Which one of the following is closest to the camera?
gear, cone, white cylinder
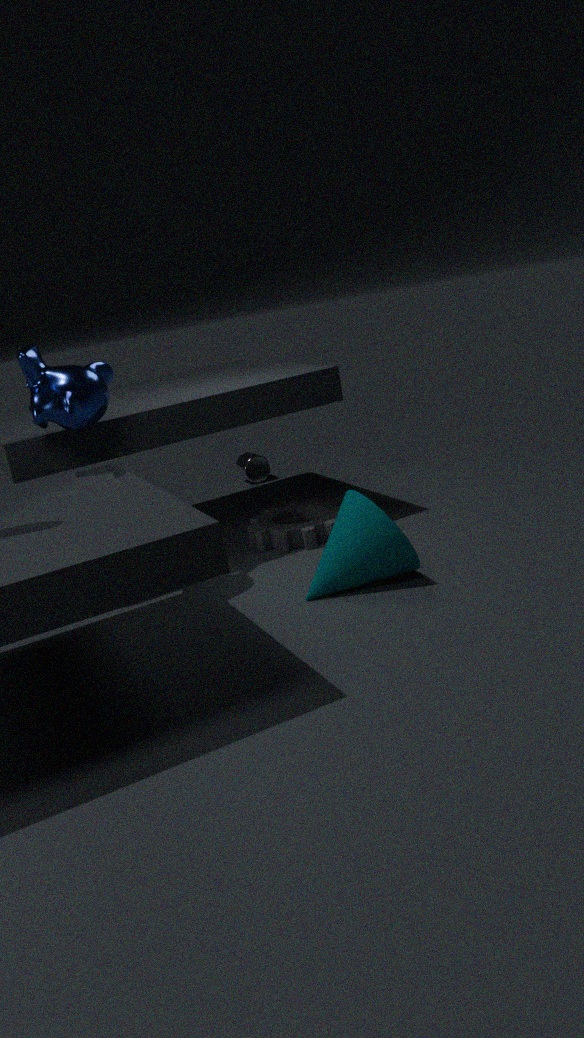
cone
